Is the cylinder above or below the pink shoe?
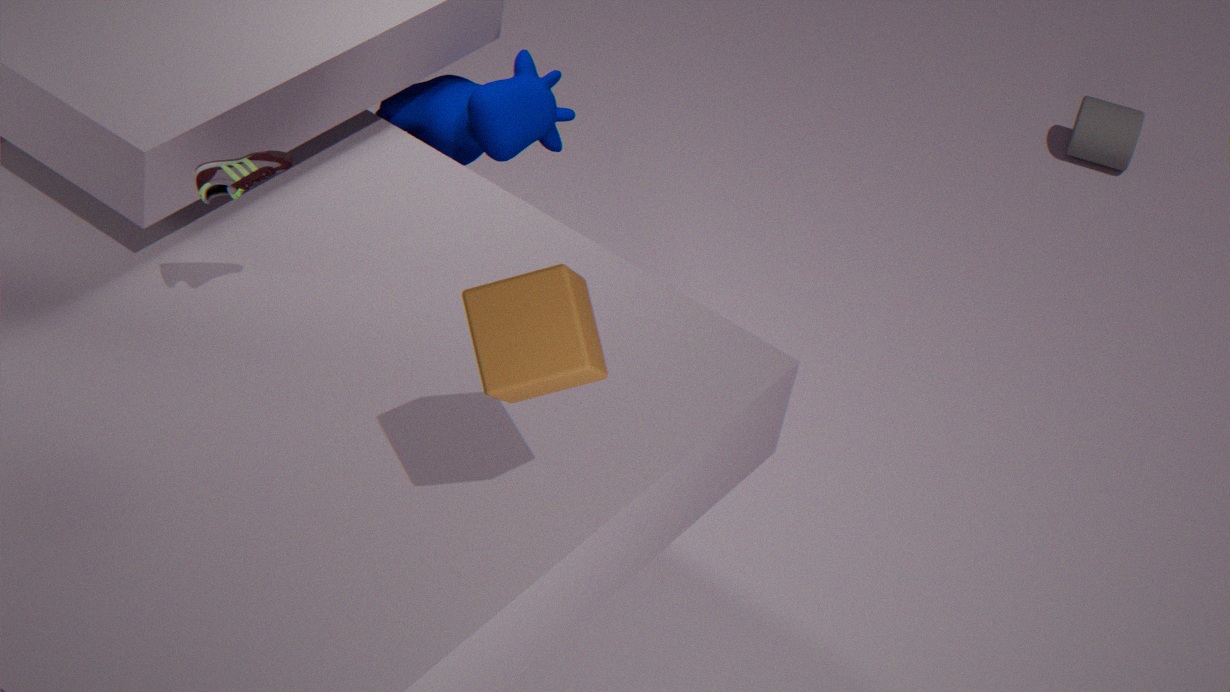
below
